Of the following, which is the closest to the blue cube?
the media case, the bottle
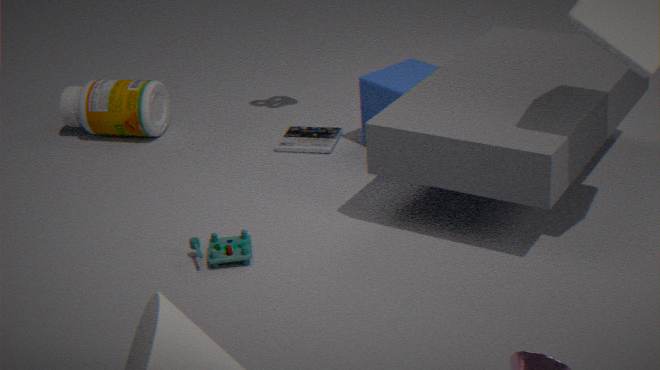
the media case
